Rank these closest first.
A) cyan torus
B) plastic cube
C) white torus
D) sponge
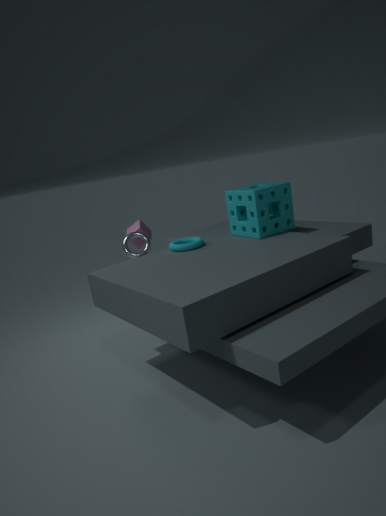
sponge
cyan torus
white torus
plastic cube
